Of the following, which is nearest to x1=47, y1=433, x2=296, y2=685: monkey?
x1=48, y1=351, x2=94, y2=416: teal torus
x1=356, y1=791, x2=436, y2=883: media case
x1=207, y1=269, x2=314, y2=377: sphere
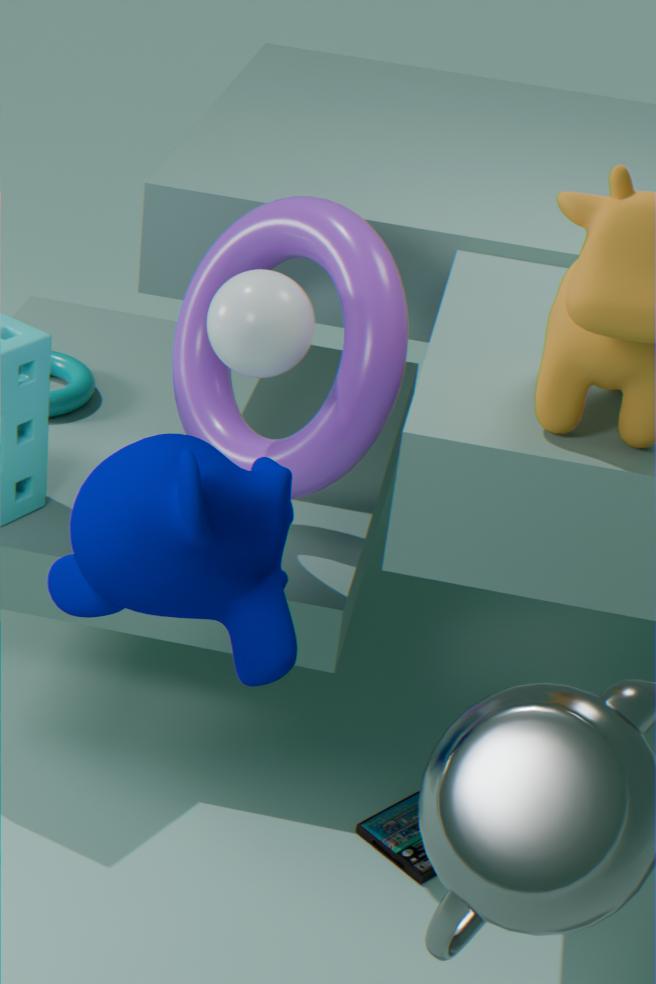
x1=207, y1=269, x2=314, y2=377: sphere
